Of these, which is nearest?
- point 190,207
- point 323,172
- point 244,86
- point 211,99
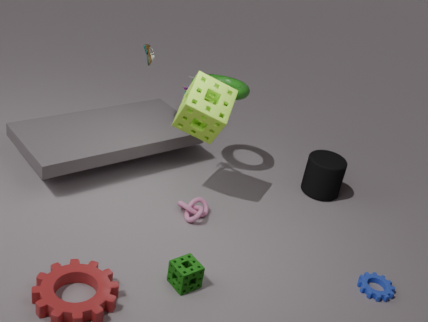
point 211,99
